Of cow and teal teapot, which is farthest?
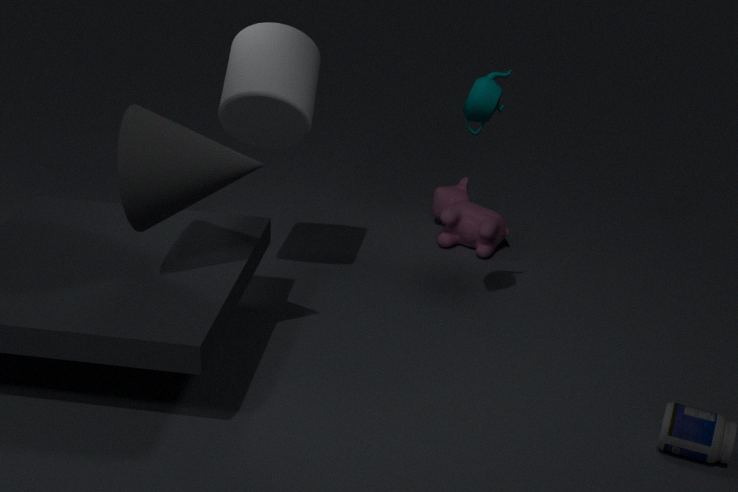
cow
